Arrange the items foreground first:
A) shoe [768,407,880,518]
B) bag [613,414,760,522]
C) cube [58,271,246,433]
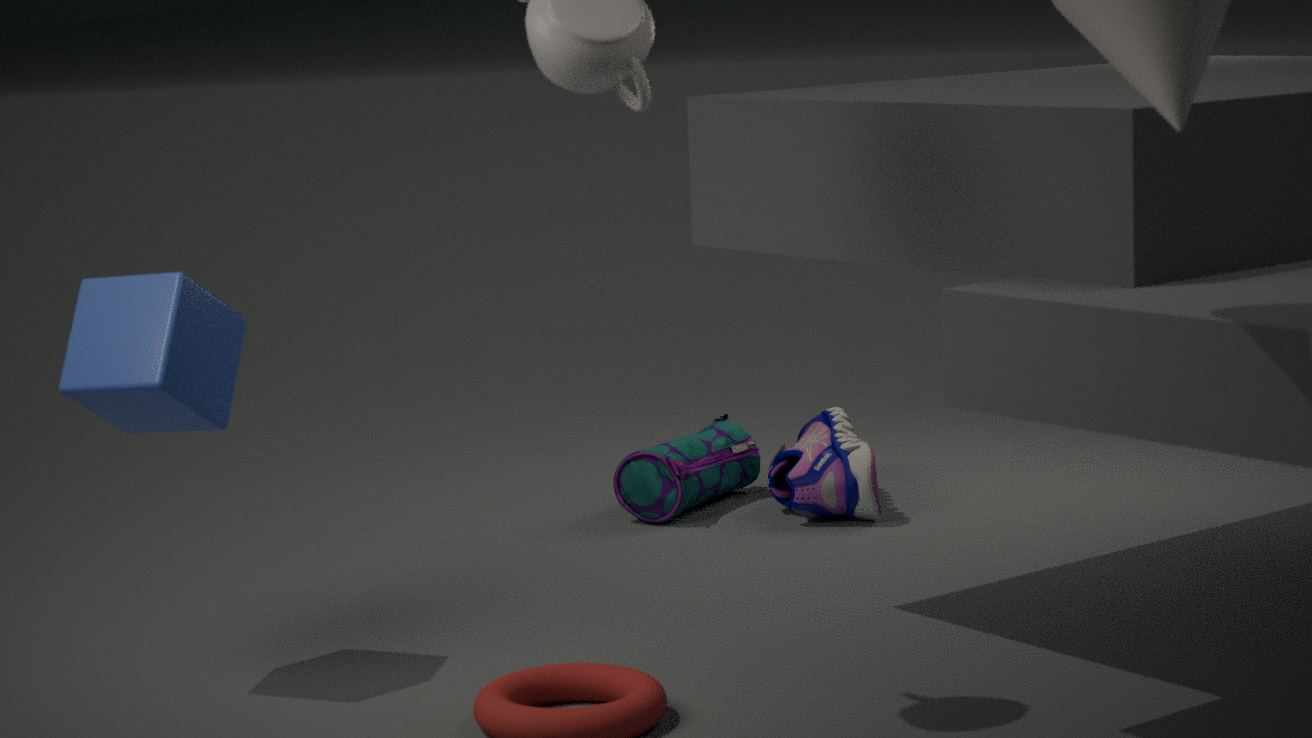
cube [58,271,246,433] → shoe [768,407,880,518] → bag [613,414,760,522]
